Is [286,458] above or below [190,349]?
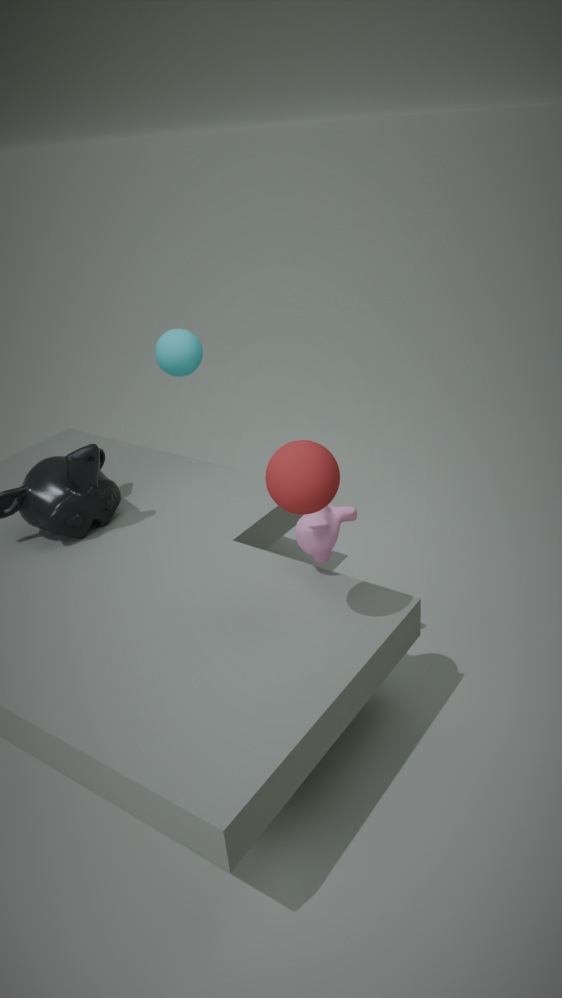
above
